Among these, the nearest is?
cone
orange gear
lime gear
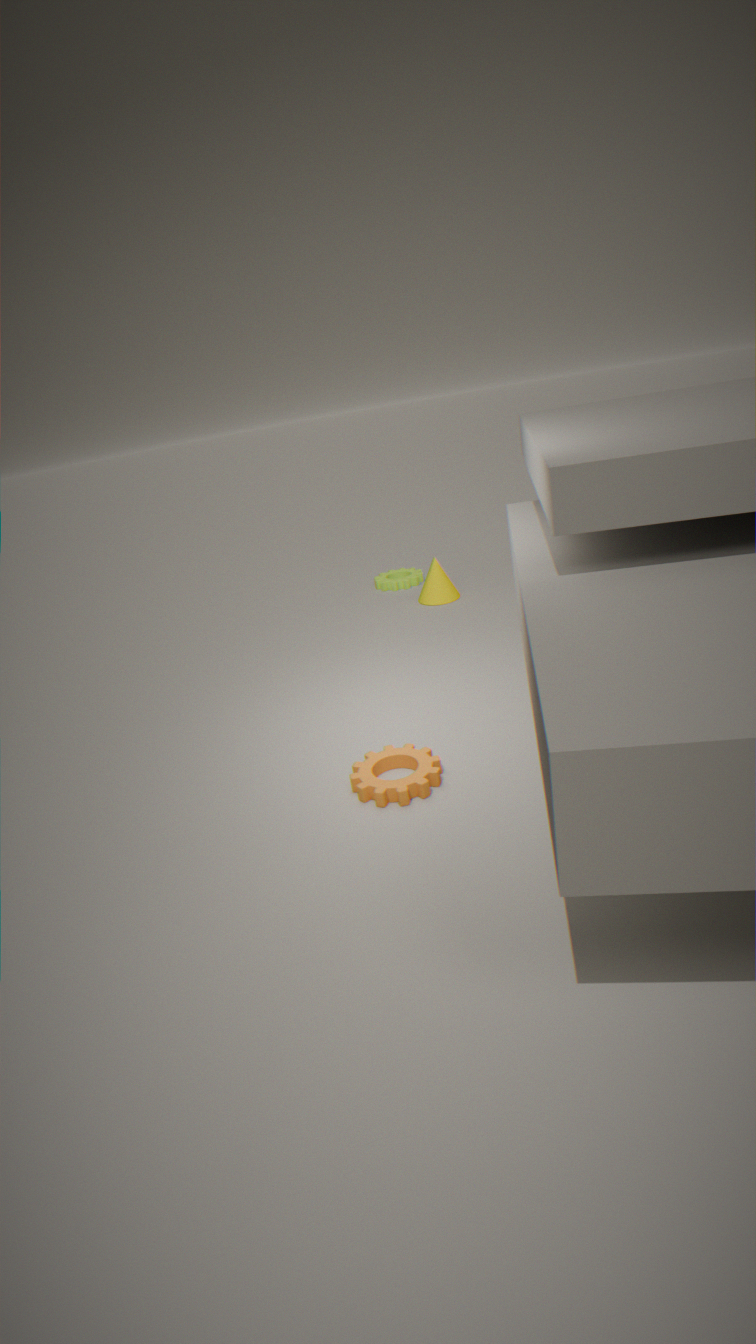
orange gear
